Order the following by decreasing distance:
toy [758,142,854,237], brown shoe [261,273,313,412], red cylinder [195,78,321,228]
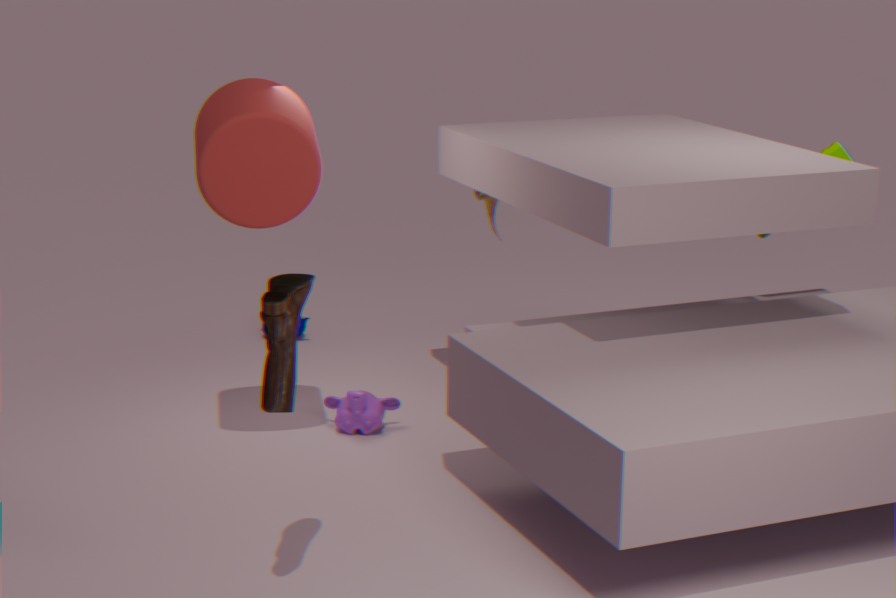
toy [758,142,854,237], red cylinder [195,78,321,228], brown shoe [261,273,313,412]
